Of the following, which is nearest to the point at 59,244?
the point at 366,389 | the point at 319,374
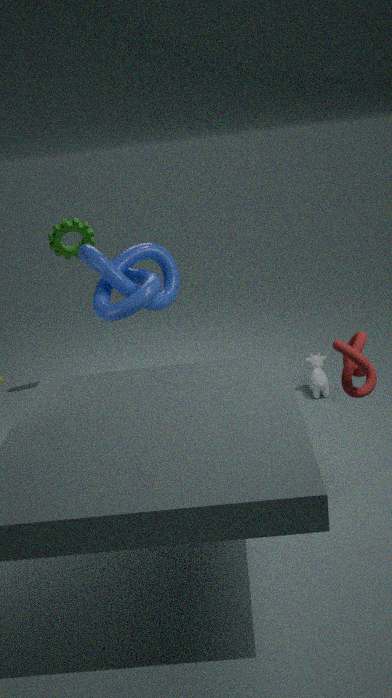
the point at 319,374
